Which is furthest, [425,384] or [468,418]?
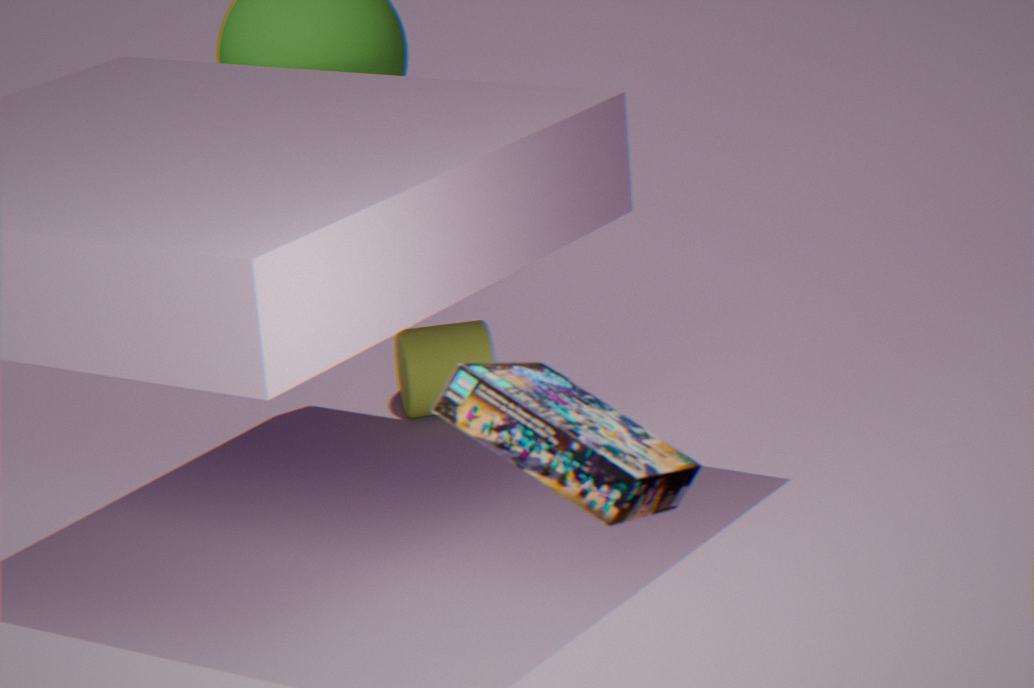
[425,384]
